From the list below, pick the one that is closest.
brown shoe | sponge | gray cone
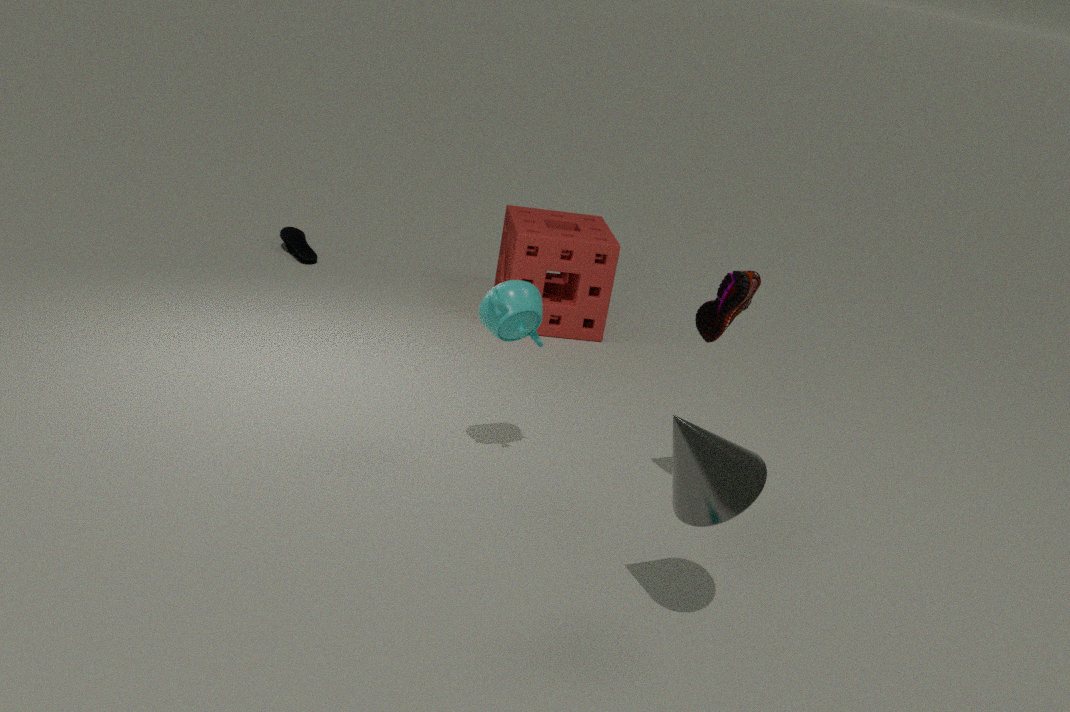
gray cone
